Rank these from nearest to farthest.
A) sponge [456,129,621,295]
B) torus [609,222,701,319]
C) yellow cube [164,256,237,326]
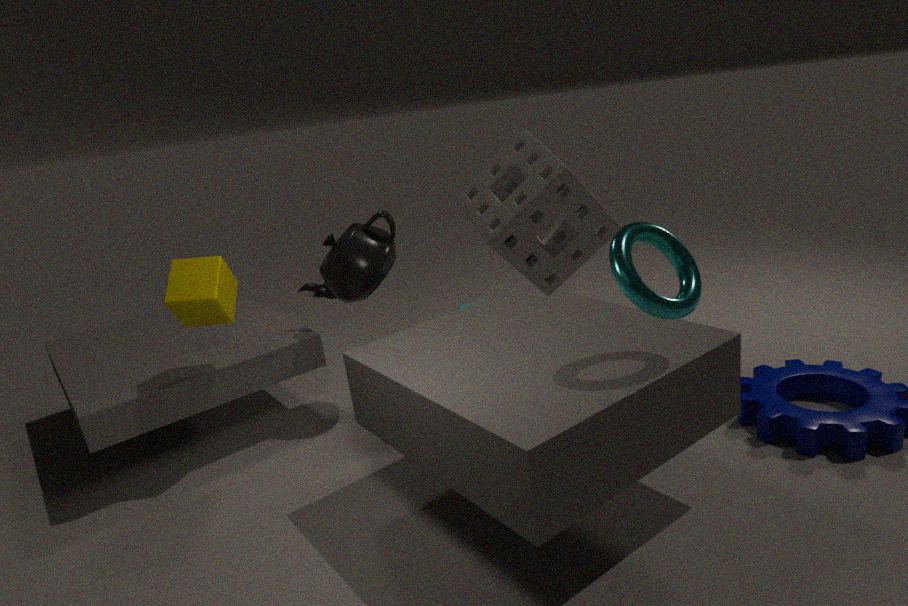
sponge [456,129,621,295] < torus [609,222,701,319] < yellow cube [164,256,237,326]
